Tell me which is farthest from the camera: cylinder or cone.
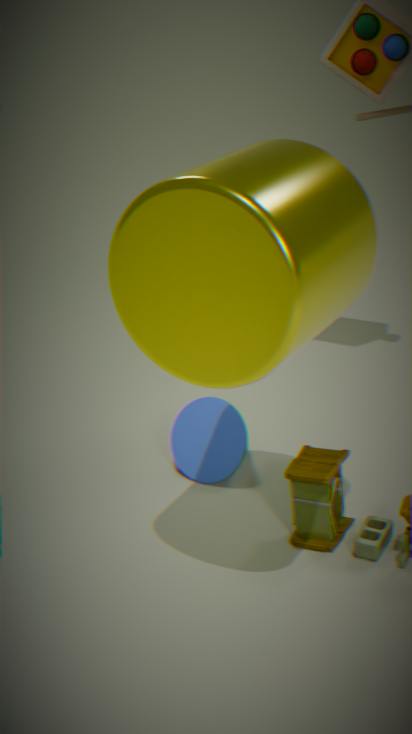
cone
